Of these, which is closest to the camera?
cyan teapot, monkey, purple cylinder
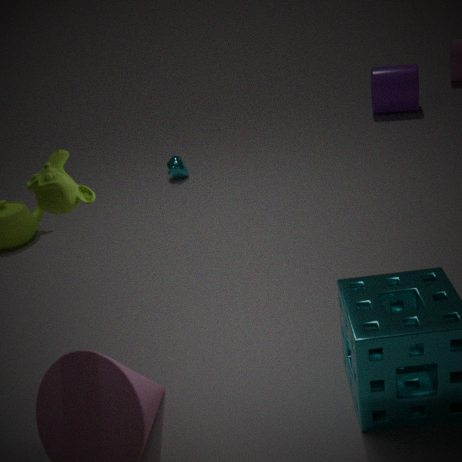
monkey
